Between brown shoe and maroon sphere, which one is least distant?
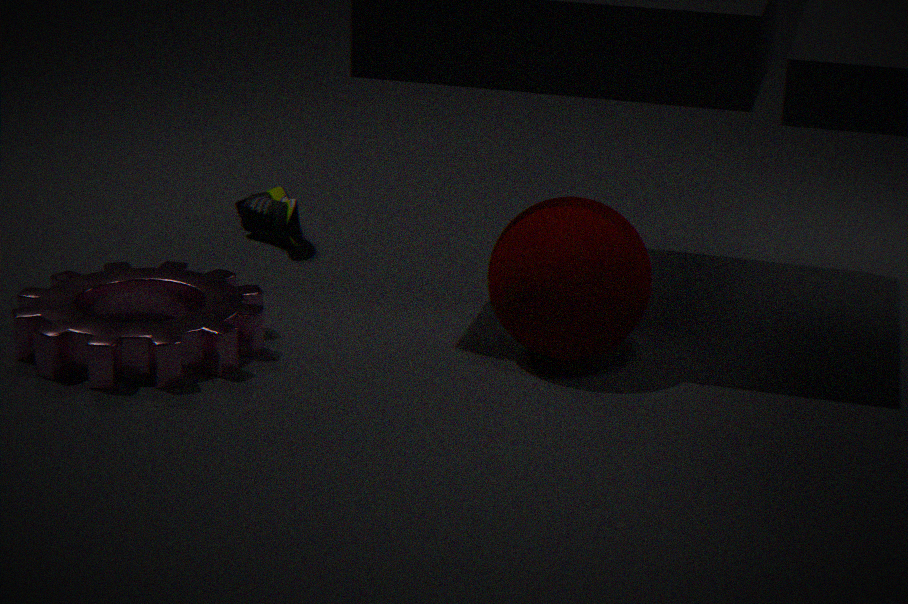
maroon sphere
